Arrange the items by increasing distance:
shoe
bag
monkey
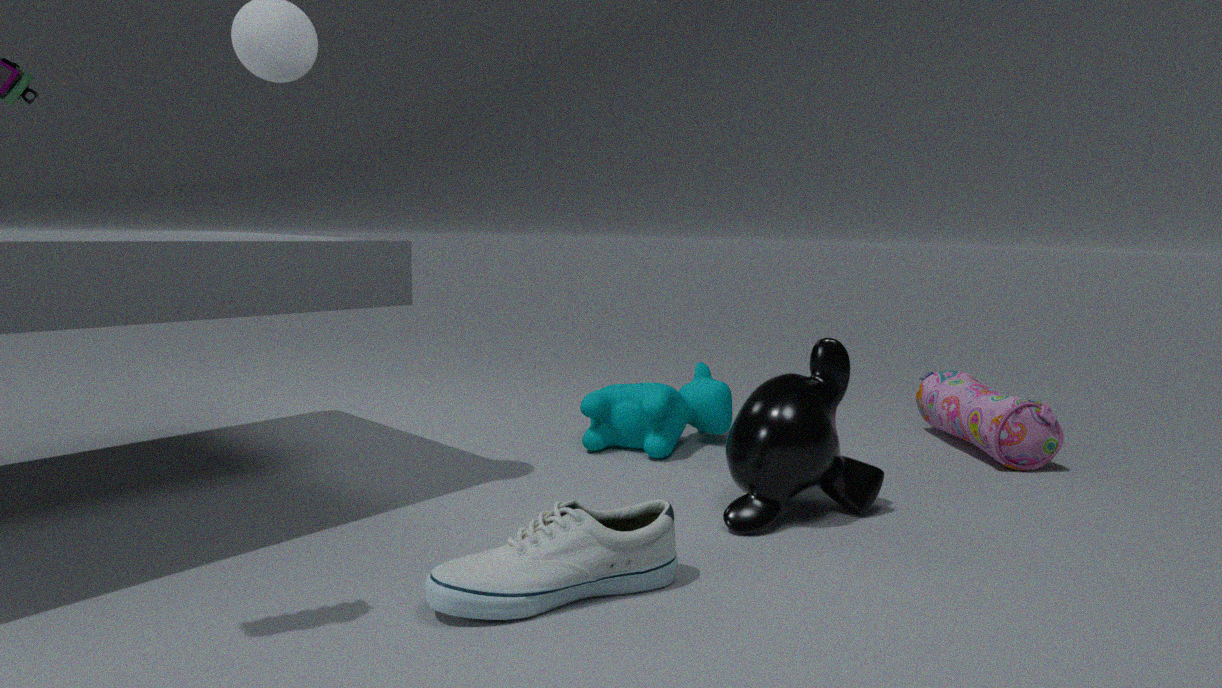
1. shoe
2. monkey
3. bag
